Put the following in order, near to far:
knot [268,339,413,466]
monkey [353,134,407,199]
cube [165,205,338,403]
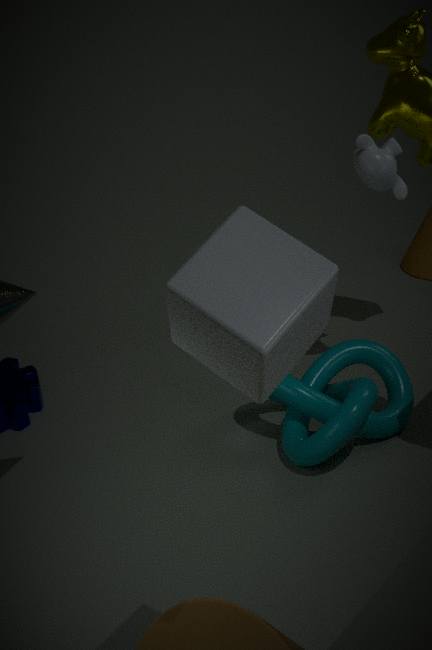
cube [165,205,338,403] → knot [268,339,413,466] → monkey [353,134,407,199]
